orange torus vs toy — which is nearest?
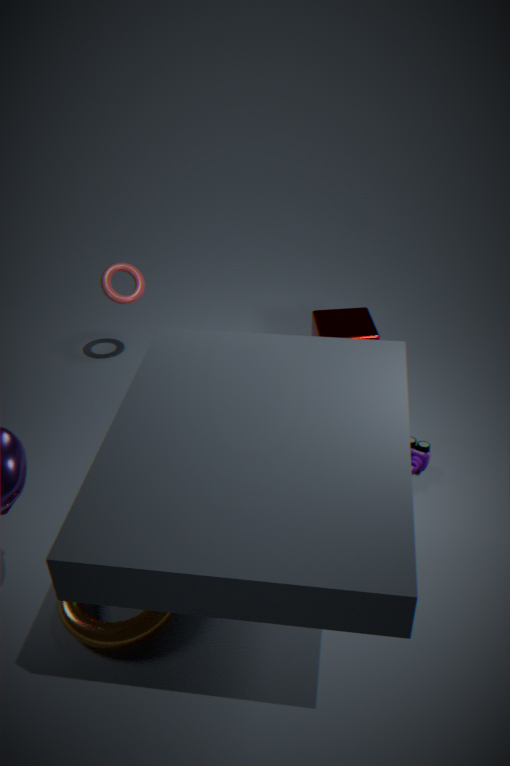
orange torus
